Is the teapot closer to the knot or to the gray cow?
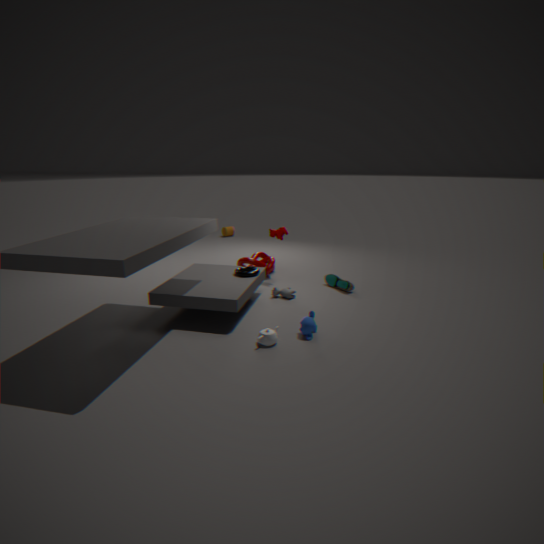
the gray cow
